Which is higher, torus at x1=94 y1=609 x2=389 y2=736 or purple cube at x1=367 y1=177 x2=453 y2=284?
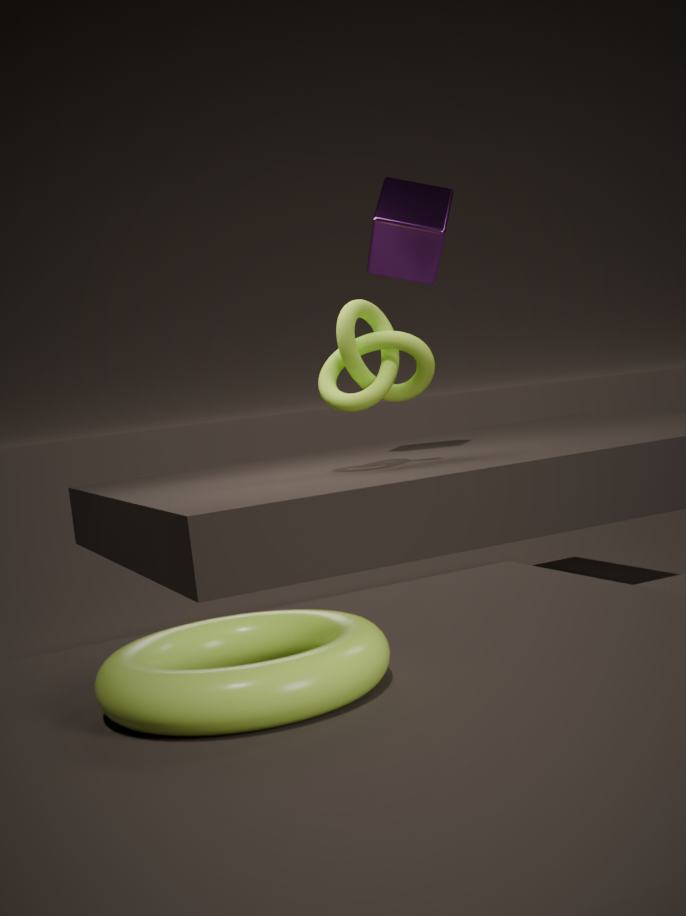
purple cube at x1=367 y1=177 x2=453 y2=284
